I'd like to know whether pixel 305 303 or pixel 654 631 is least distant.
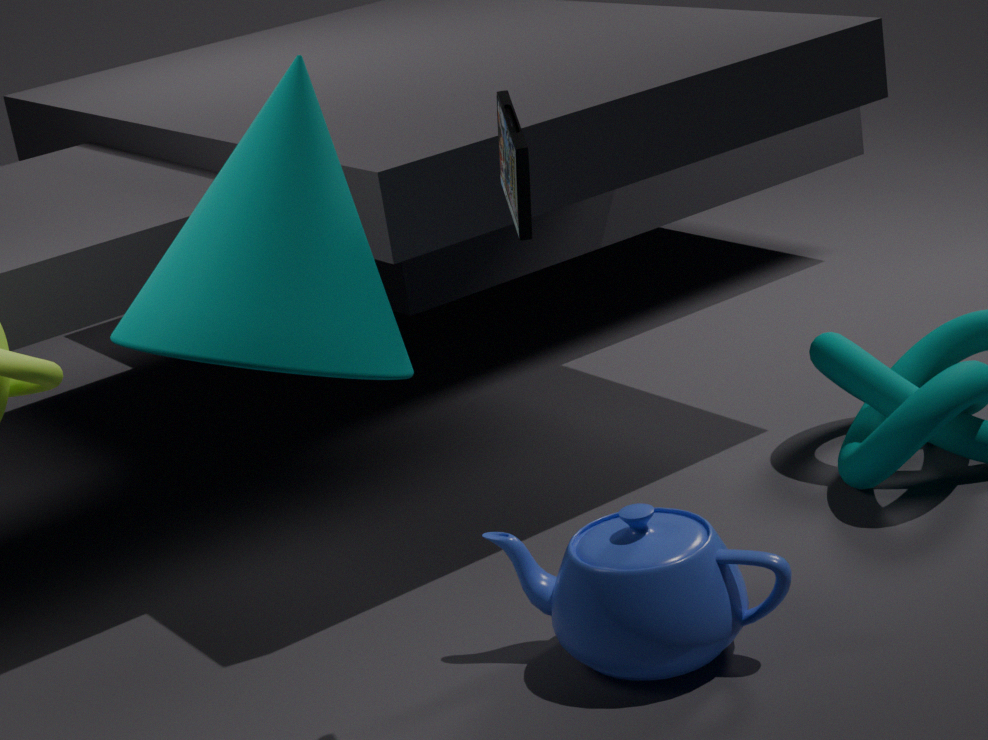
pixel 305 303
